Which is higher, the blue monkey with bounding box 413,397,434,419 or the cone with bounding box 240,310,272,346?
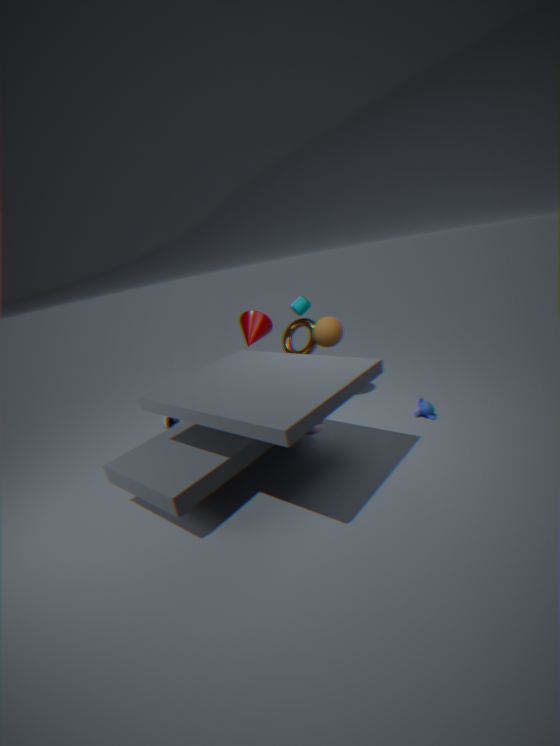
the cone with bounding box 240,310,272,346
